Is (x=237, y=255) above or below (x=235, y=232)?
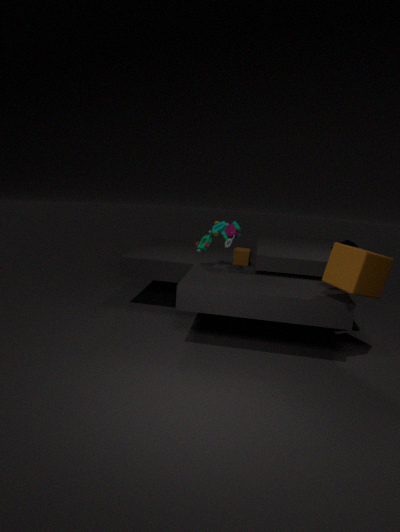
below
